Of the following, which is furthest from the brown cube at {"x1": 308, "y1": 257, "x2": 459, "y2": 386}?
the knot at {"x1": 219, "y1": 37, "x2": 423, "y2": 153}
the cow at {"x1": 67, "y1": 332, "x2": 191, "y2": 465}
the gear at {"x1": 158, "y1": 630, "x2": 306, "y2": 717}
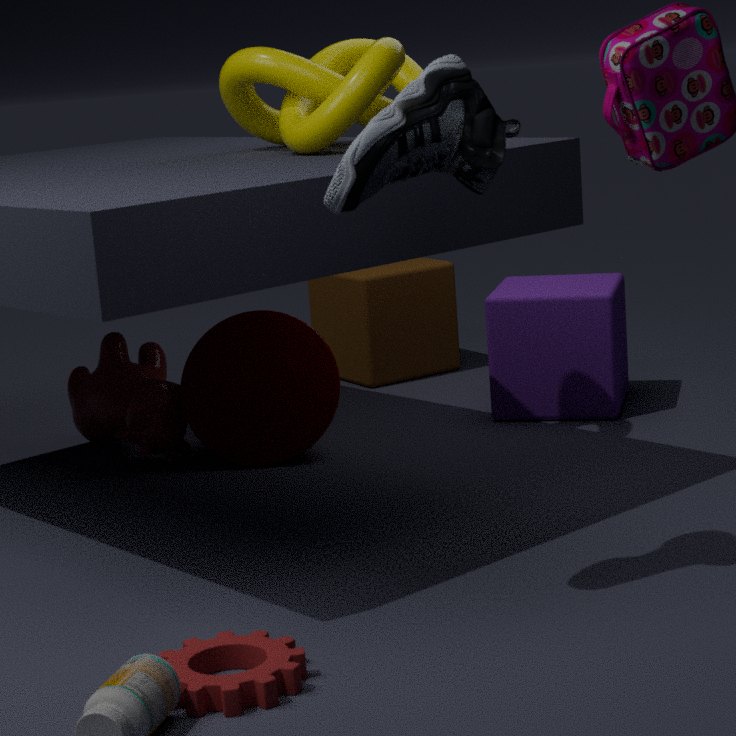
the gear at {"x1": 158, "y1": 630, "x2": 306, "y2": 717}
